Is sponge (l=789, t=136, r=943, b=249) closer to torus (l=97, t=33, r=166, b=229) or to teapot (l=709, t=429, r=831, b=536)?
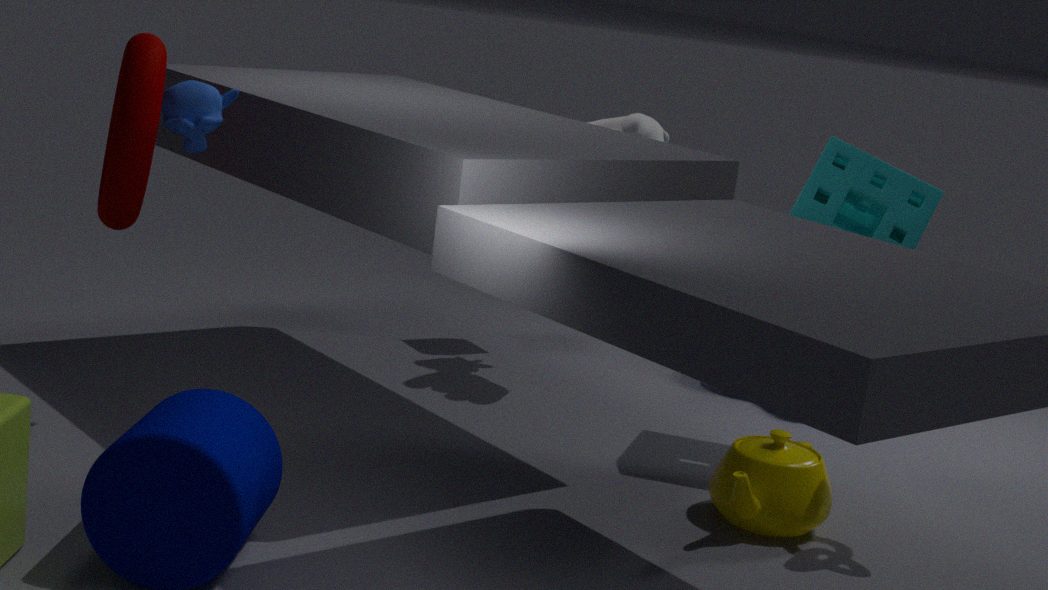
teapot (l=709, t=429, r=831, b=536)
